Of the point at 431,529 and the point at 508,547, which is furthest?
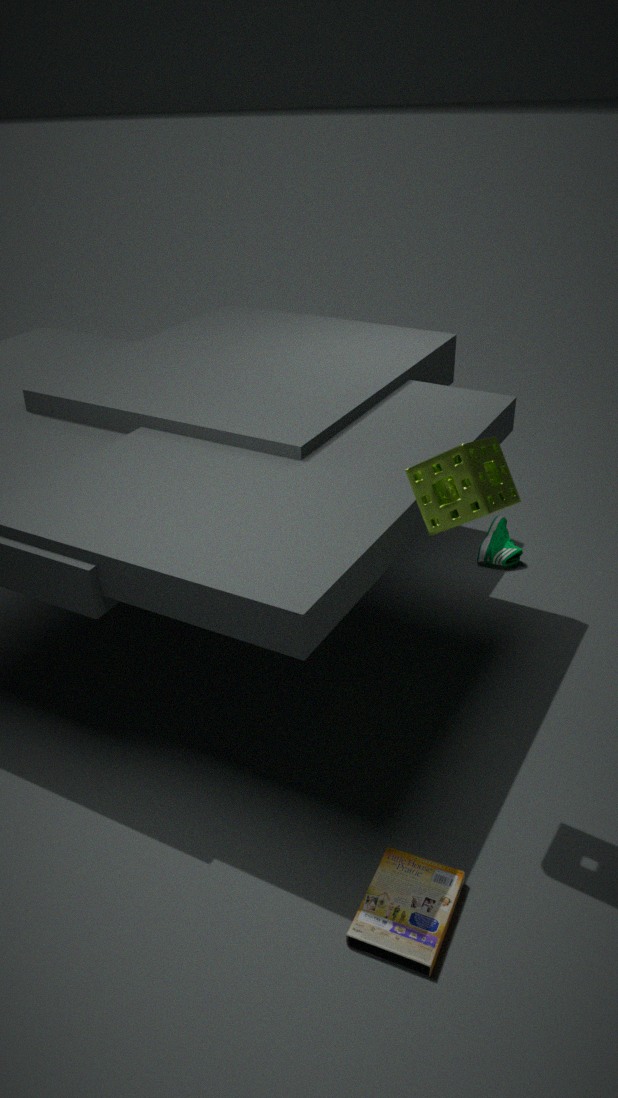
the point at 508,547
